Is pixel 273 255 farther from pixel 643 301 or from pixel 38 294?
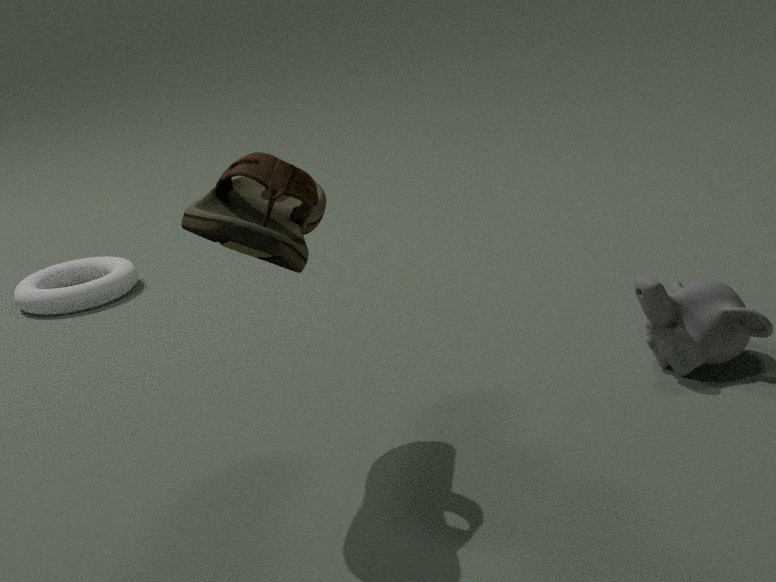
pixel 38 294
